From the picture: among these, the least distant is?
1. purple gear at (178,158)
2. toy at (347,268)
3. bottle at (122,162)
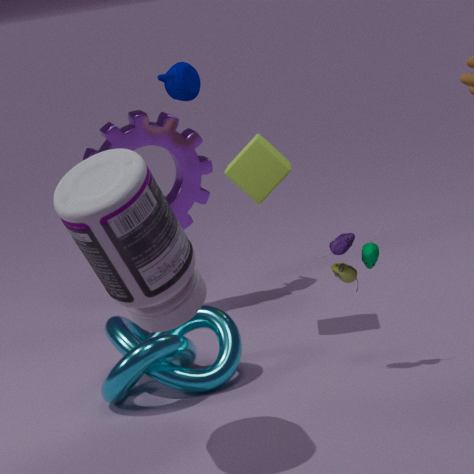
bottle at (122,162)
